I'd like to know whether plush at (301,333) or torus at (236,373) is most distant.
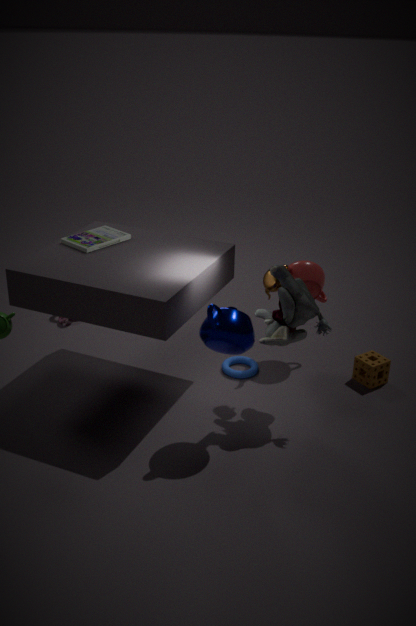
torus at (236,373)
